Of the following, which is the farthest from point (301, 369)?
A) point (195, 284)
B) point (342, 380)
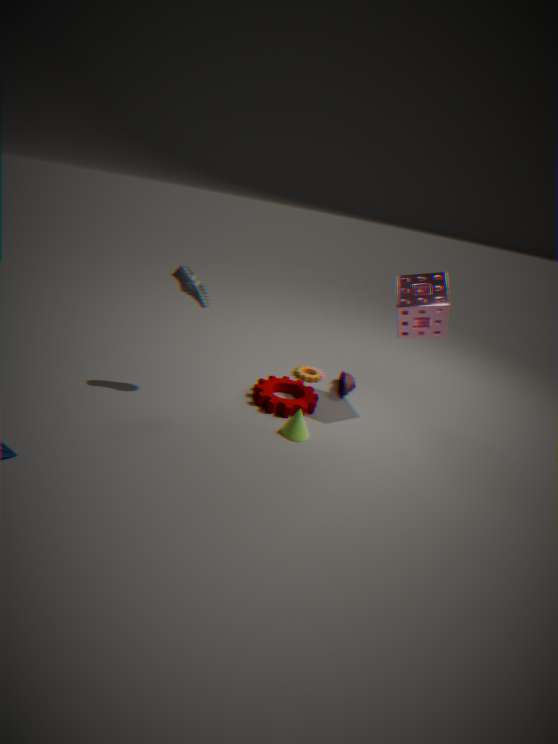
point (195, 284)
